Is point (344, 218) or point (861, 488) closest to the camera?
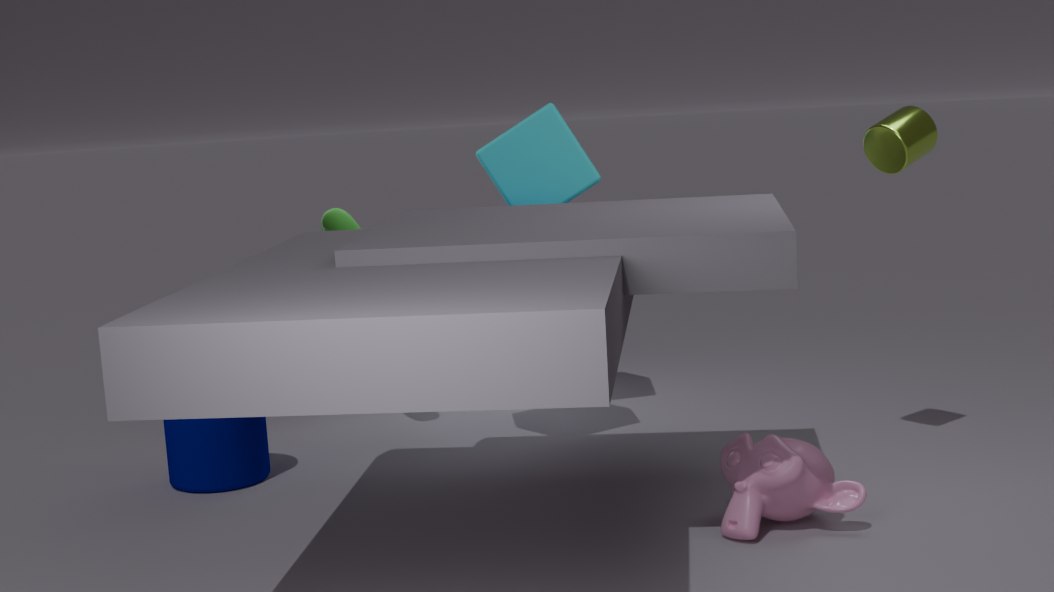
point (861, 488)
